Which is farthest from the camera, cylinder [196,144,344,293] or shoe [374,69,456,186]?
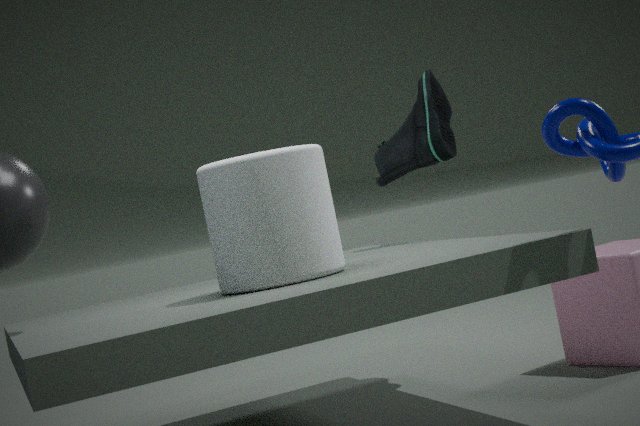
shoe [374,69,456,186]
